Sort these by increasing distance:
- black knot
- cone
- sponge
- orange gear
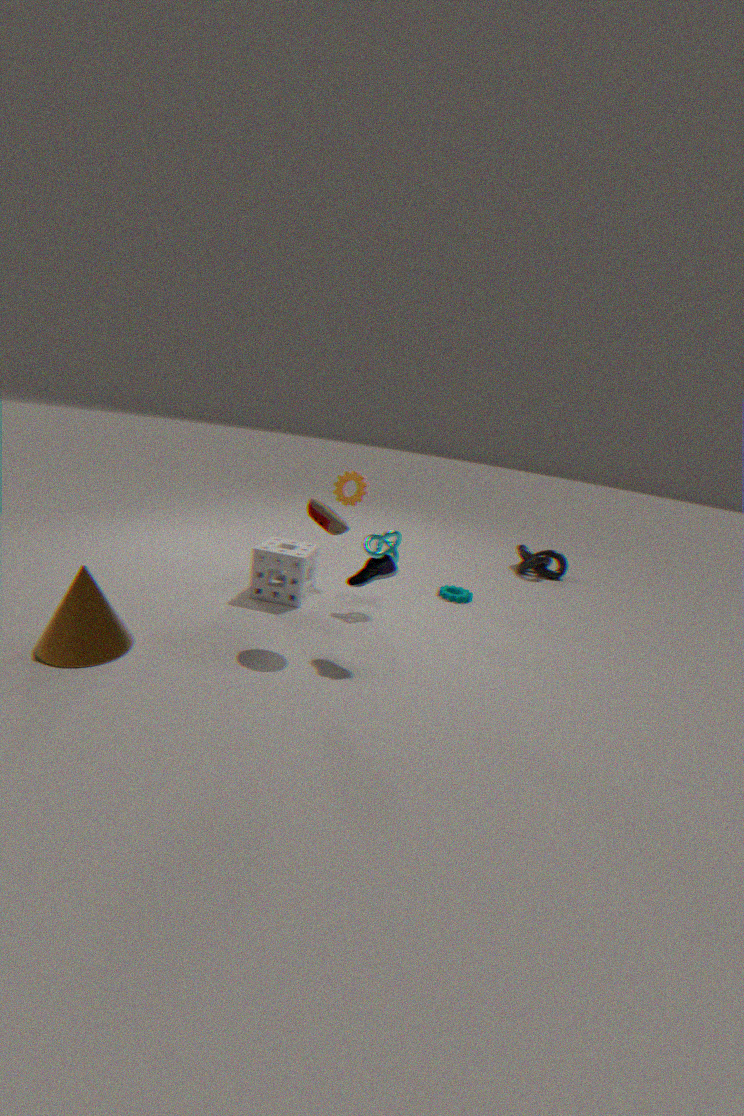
cone < sponge < orange gear < black knot
